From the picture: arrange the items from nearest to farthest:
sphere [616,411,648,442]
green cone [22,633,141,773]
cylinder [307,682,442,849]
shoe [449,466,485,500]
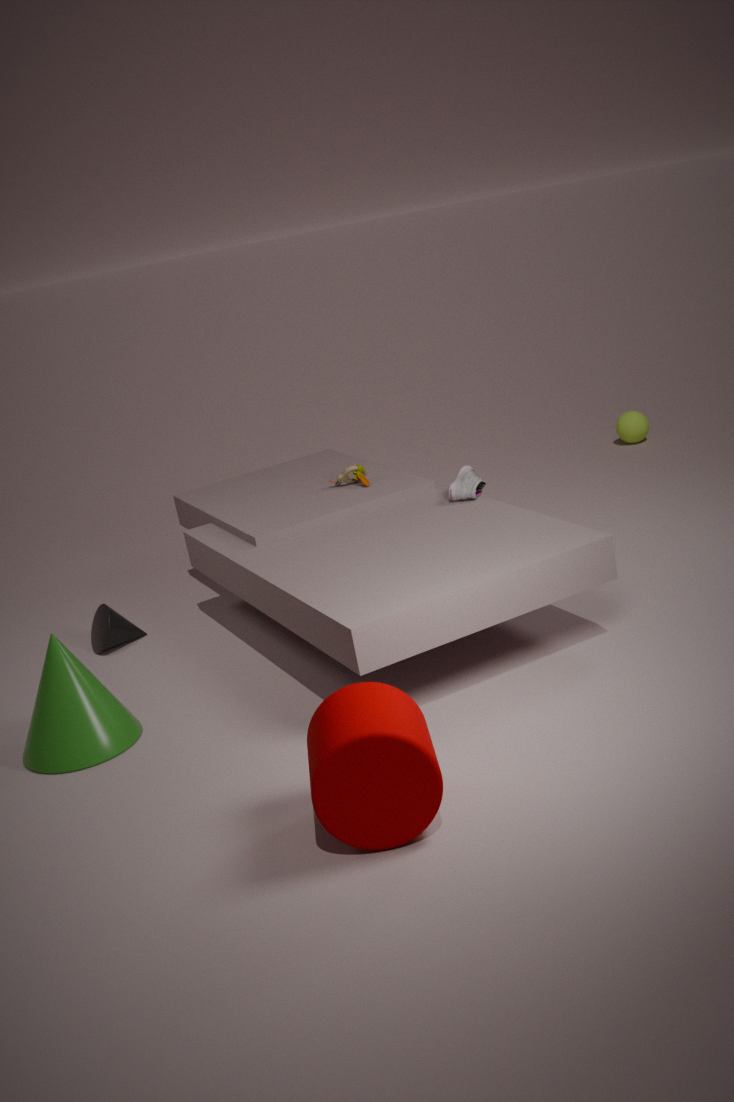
cylinder [307,682,442,849]
green cone [22,633,141,773]
shoe [449,466,485,500]
sphere [616,411,648,442]
